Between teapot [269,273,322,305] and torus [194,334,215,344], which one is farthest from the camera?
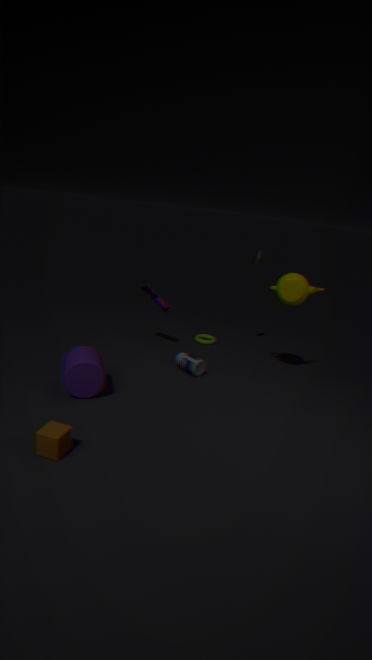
torus [194,334,215,344]
